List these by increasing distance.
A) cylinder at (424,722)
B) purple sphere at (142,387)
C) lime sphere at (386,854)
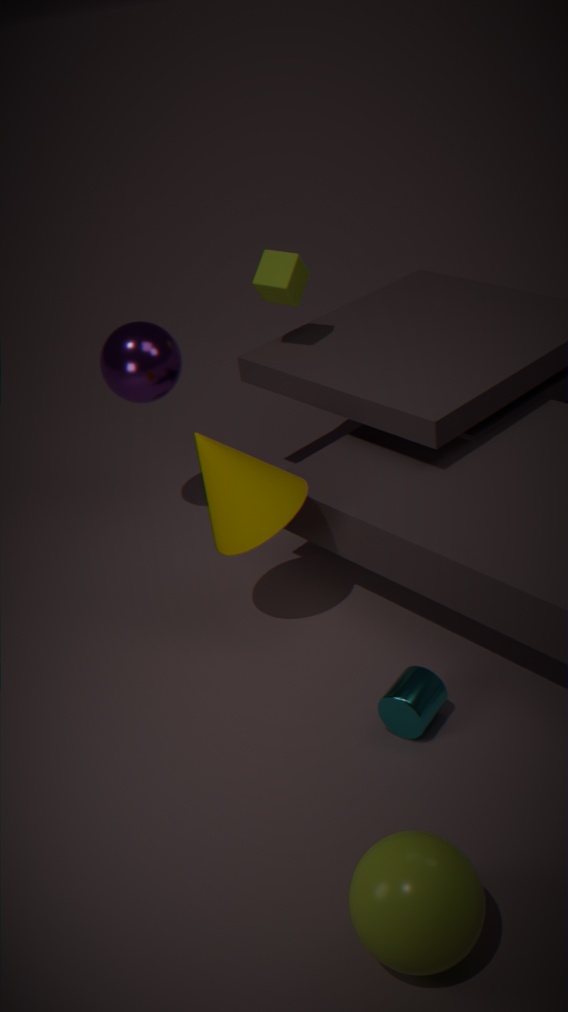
lime sphere at (386,854), cylinder at (424,722), purple sphere at (142,387)
